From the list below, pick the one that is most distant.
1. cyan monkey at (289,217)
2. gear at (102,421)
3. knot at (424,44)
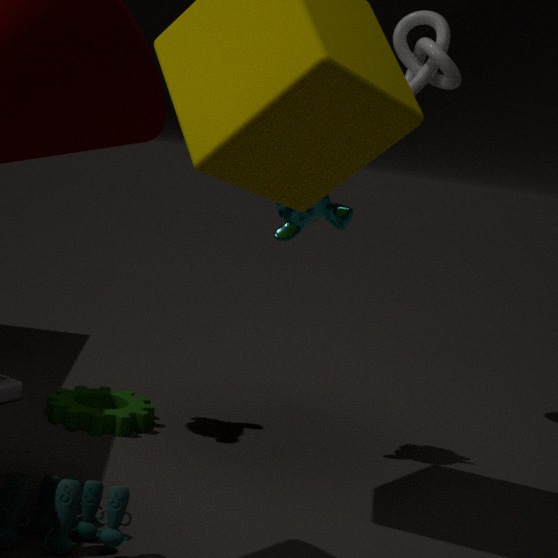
knot at (424,44)
